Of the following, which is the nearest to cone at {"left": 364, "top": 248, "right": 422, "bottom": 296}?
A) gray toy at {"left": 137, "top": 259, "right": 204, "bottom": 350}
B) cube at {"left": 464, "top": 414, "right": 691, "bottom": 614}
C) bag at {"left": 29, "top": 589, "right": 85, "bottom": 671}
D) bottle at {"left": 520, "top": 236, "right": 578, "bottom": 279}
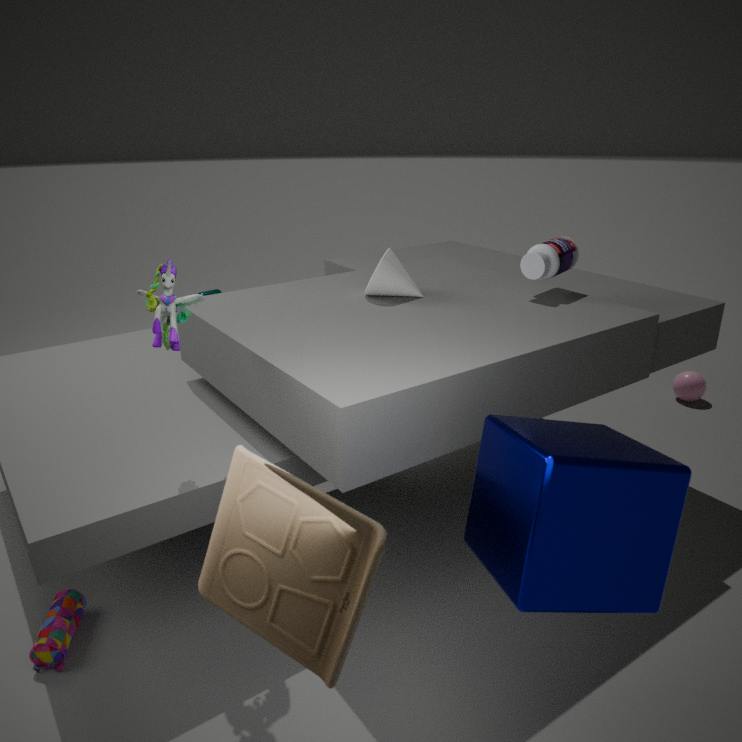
bottle at {"left": 520, "top": 236, "right": 578, "bottom": 279}
